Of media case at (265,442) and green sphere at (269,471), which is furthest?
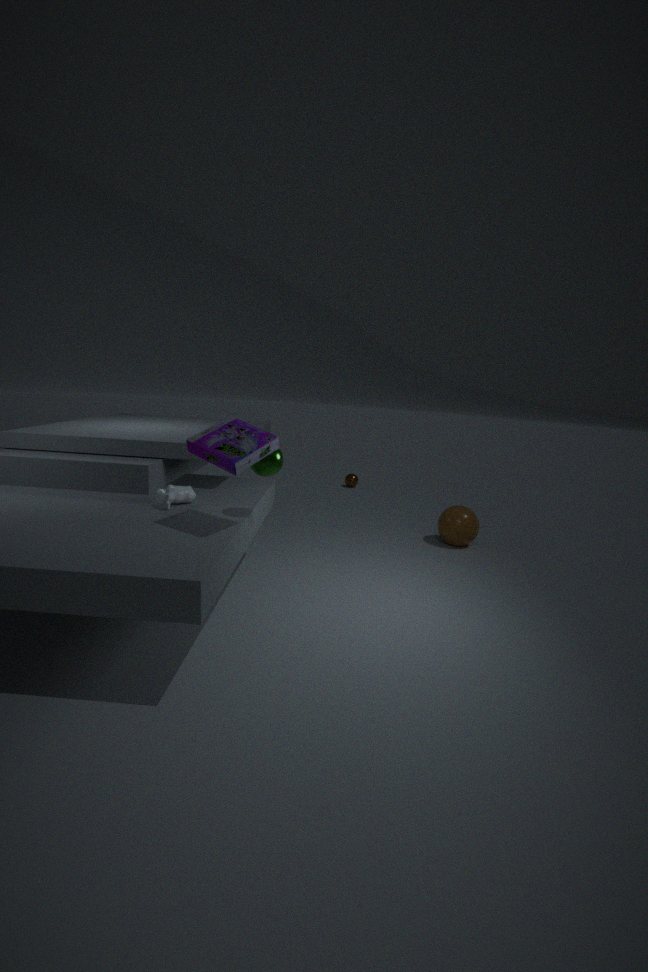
green sphere at (269,471)
